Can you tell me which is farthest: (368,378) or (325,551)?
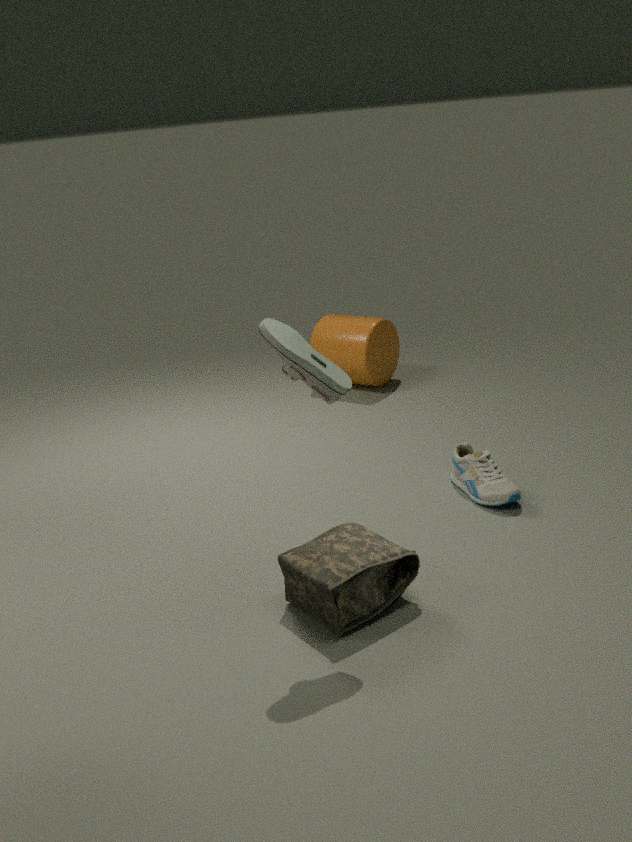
(368,378)
